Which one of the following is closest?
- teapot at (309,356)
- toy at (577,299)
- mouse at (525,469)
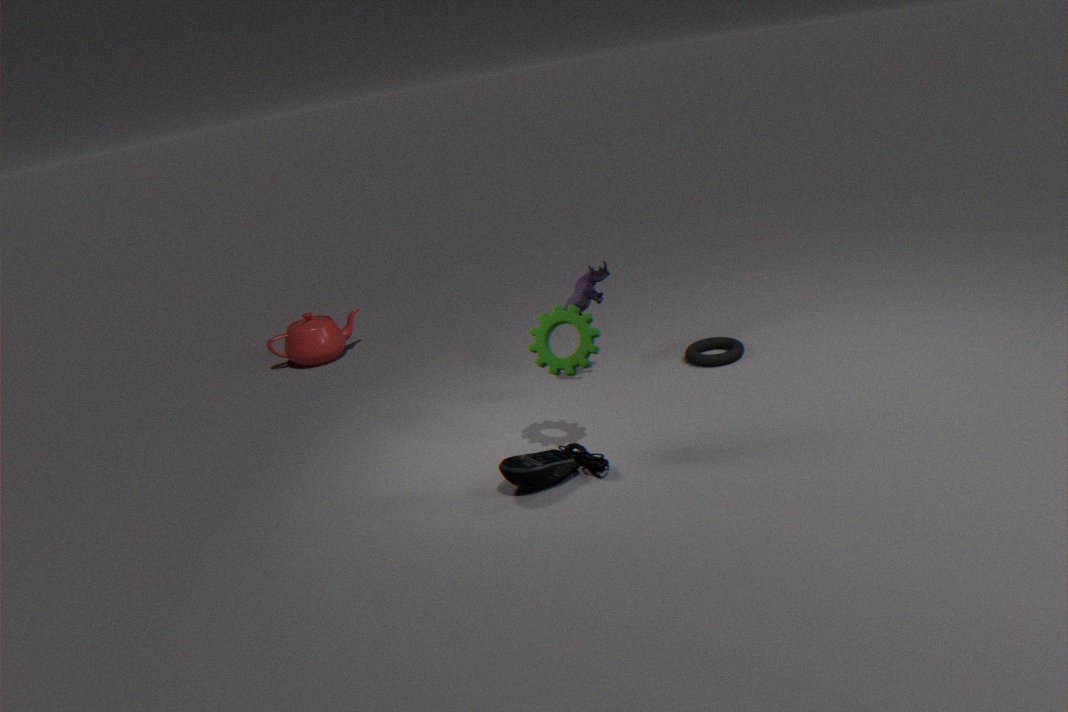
mouse at (525,469)
